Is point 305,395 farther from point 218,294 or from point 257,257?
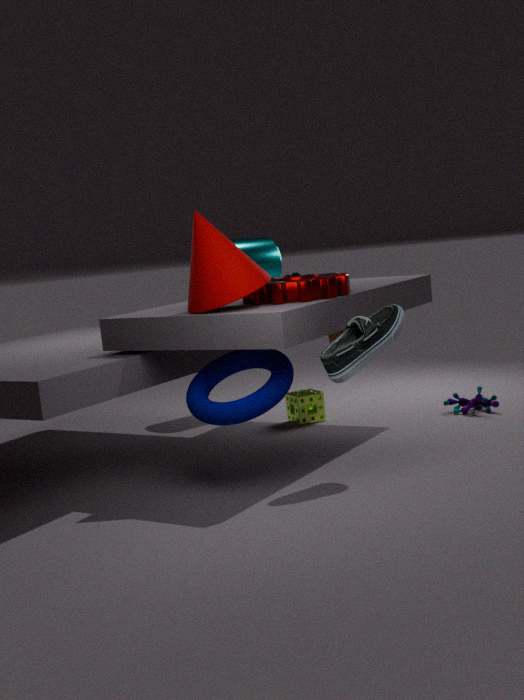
point 218,294
